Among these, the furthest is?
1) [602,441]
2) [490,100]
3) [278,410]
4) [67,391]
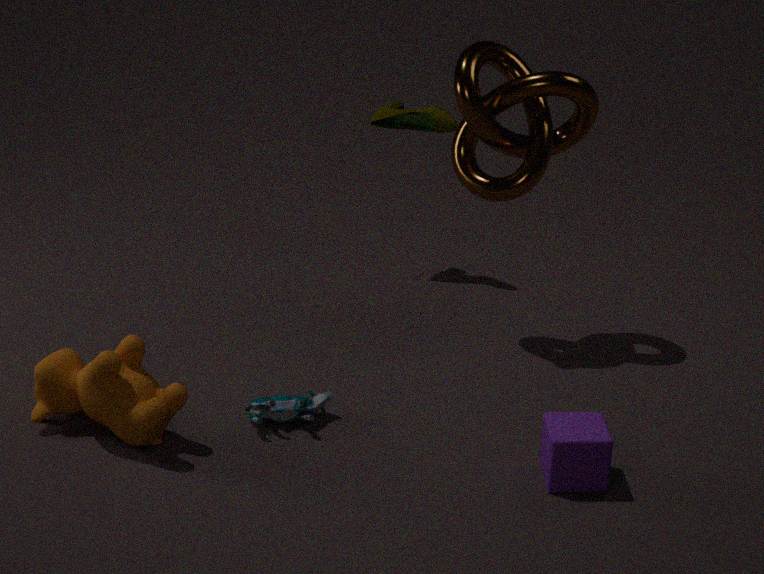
2. [490,100]
